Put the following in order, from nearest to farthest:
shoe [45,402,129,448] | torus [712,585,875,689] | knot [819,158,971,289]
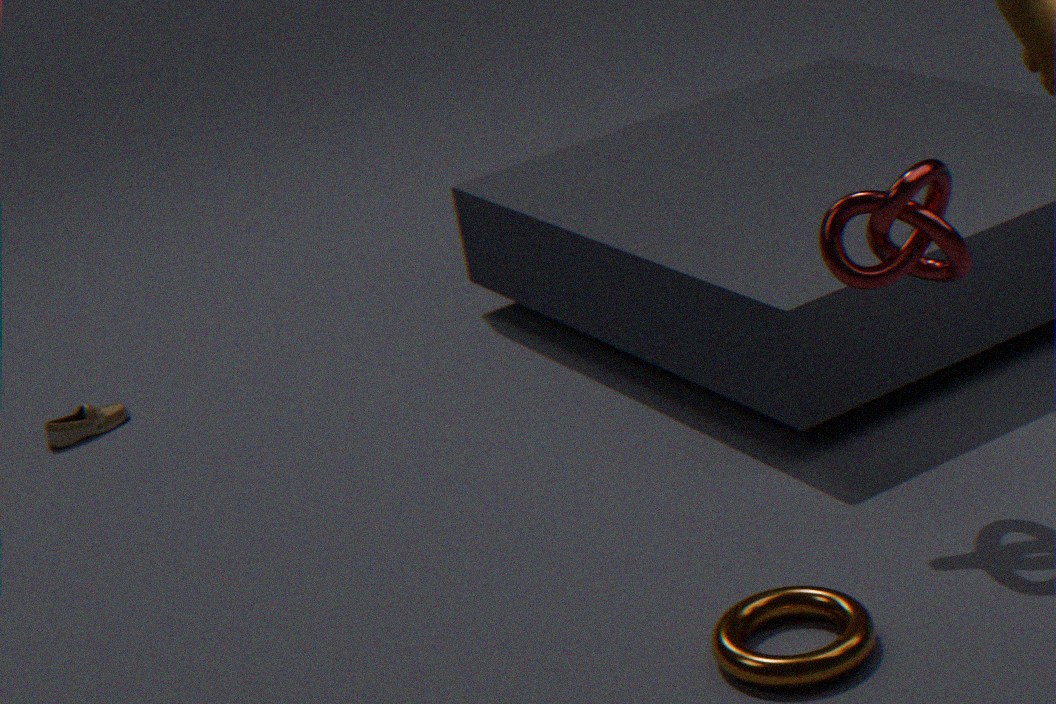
torus [712,585,875,689], knot [819,158,971,289], shoe [45,402,129,448]
